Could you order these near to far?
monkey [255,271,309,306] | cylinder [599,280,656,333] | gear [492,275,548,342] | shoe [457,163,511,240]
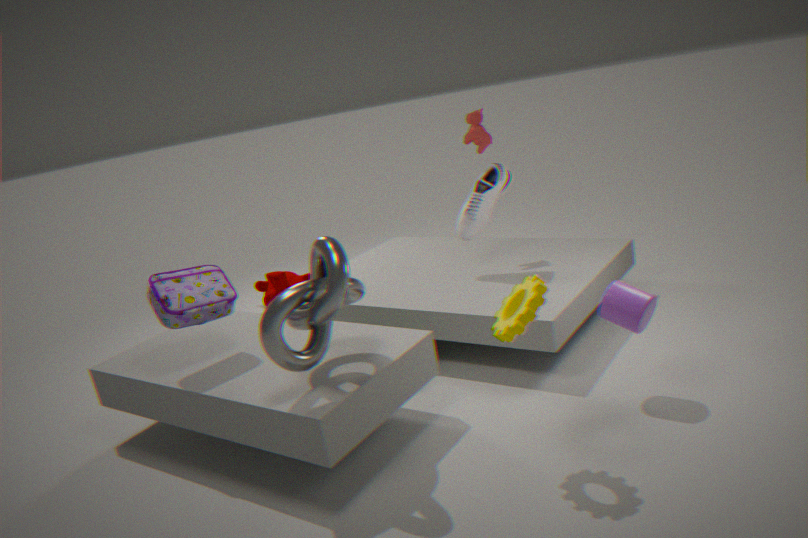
gear [492,275,548,342] < cylinder [599,280,656,333] < shoe [457,163,511,240] < monkey [255,271,309,306]
